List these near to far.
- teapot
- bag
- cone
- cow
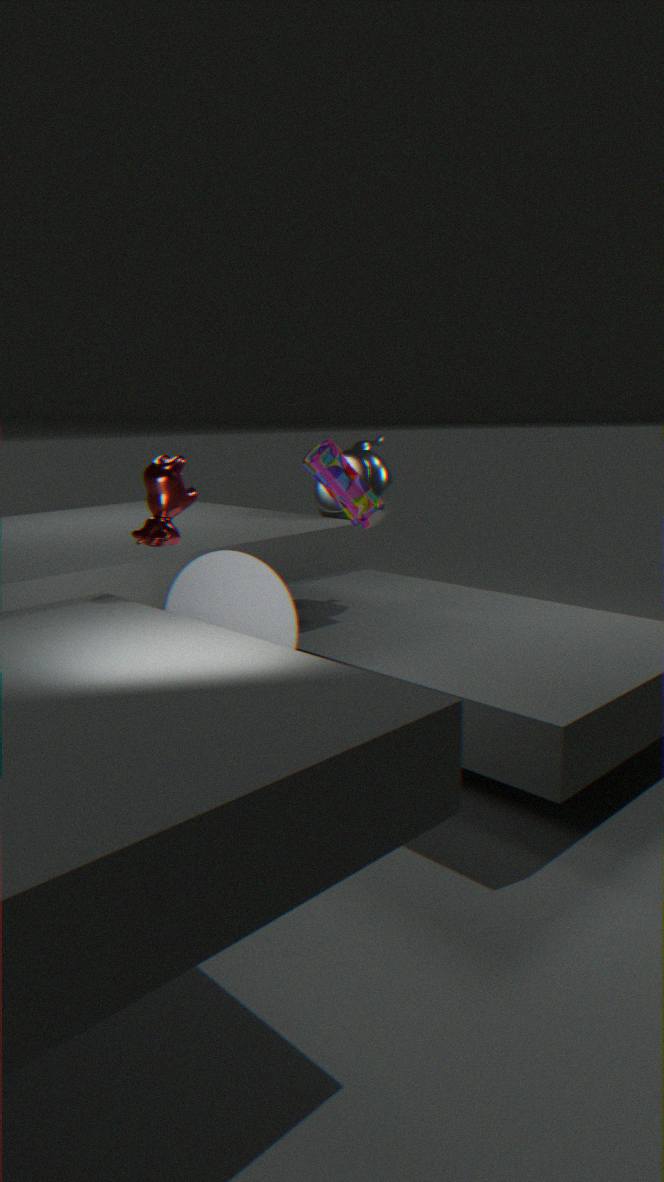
1. cow
2. cone
3. bag
4. teapot
